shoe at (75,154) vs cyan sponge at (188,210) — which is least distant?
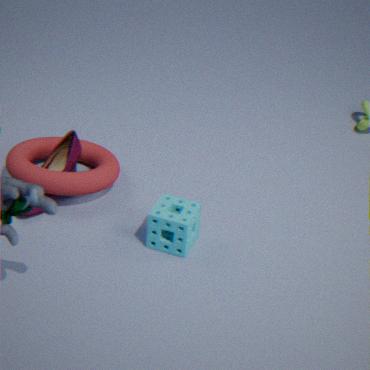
cyan sponge at (188,210)
